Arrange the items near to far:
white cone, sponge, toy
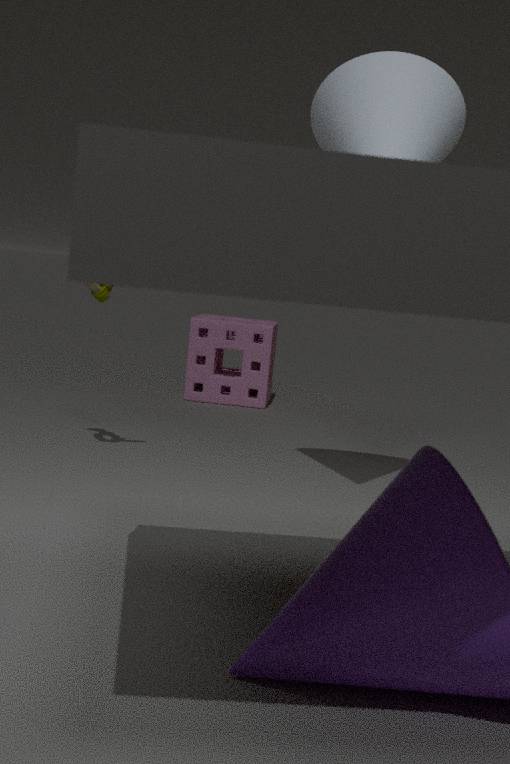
white cone < toy < sponge
